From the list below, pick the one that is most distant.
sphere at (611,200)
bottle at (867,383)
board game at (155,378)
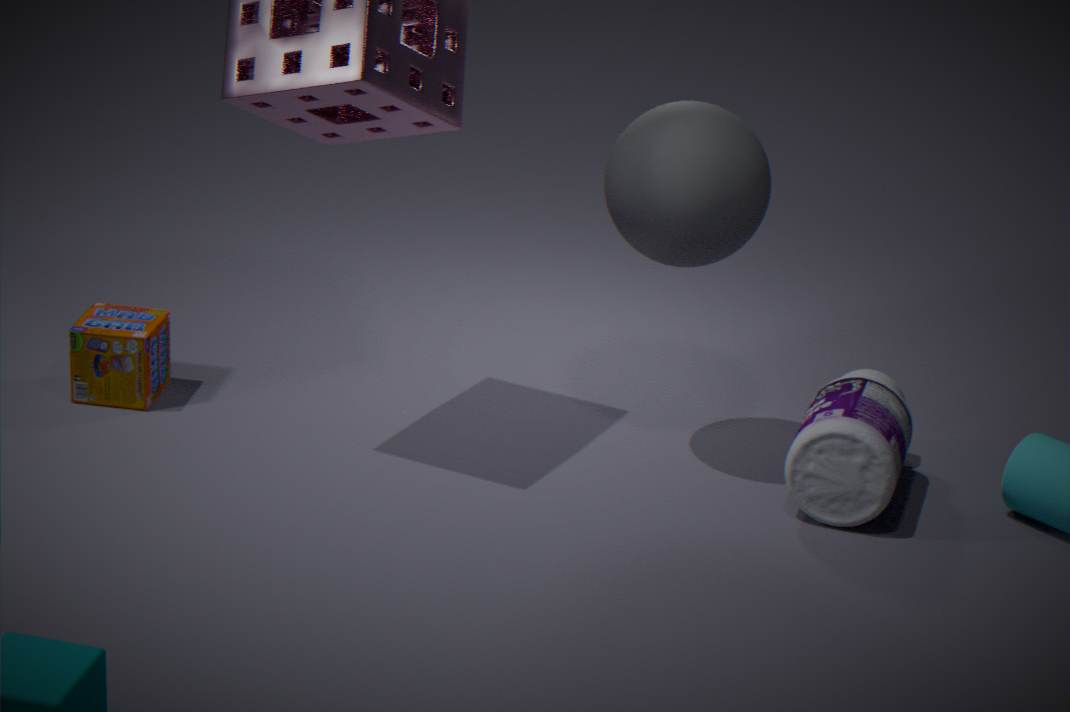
board game at (155,378)
